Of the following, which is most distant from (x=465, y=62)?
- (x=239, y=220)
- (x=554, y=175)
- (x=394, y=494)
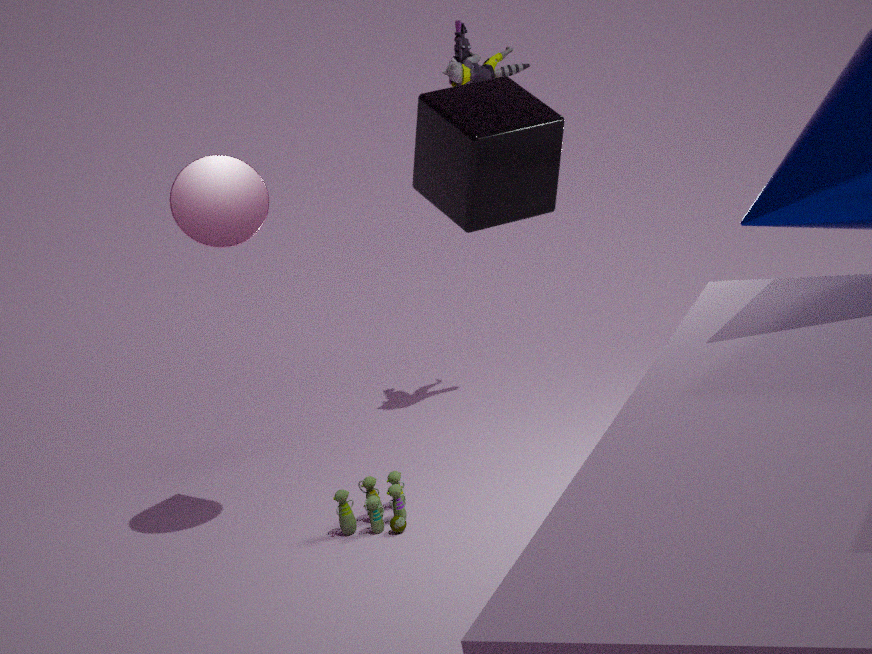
(x=554, y=175)
